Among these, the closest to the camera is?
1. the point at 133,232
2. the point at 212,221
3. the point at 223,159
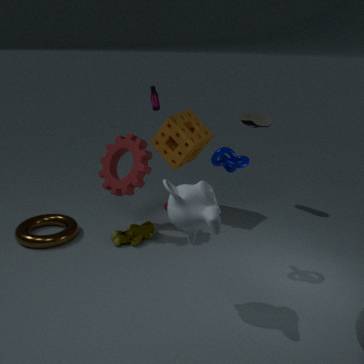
the point at 212,221
